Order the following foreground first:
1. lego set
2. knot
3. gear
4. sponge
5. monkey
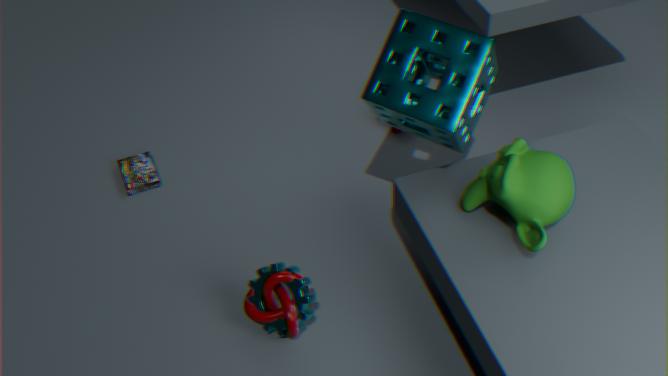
monkey → sponge → gear → knot → lego set
